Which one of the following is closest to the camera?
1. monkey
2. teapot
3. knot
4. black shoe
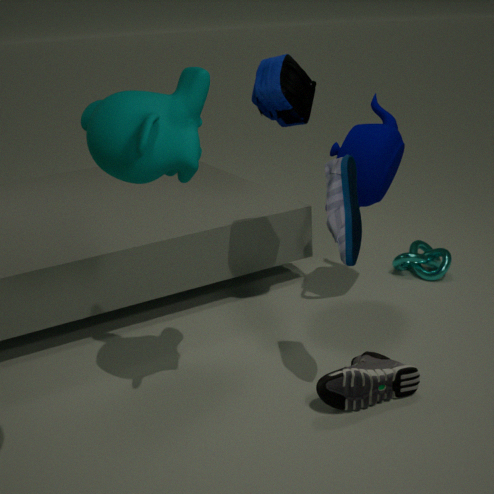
monkey
